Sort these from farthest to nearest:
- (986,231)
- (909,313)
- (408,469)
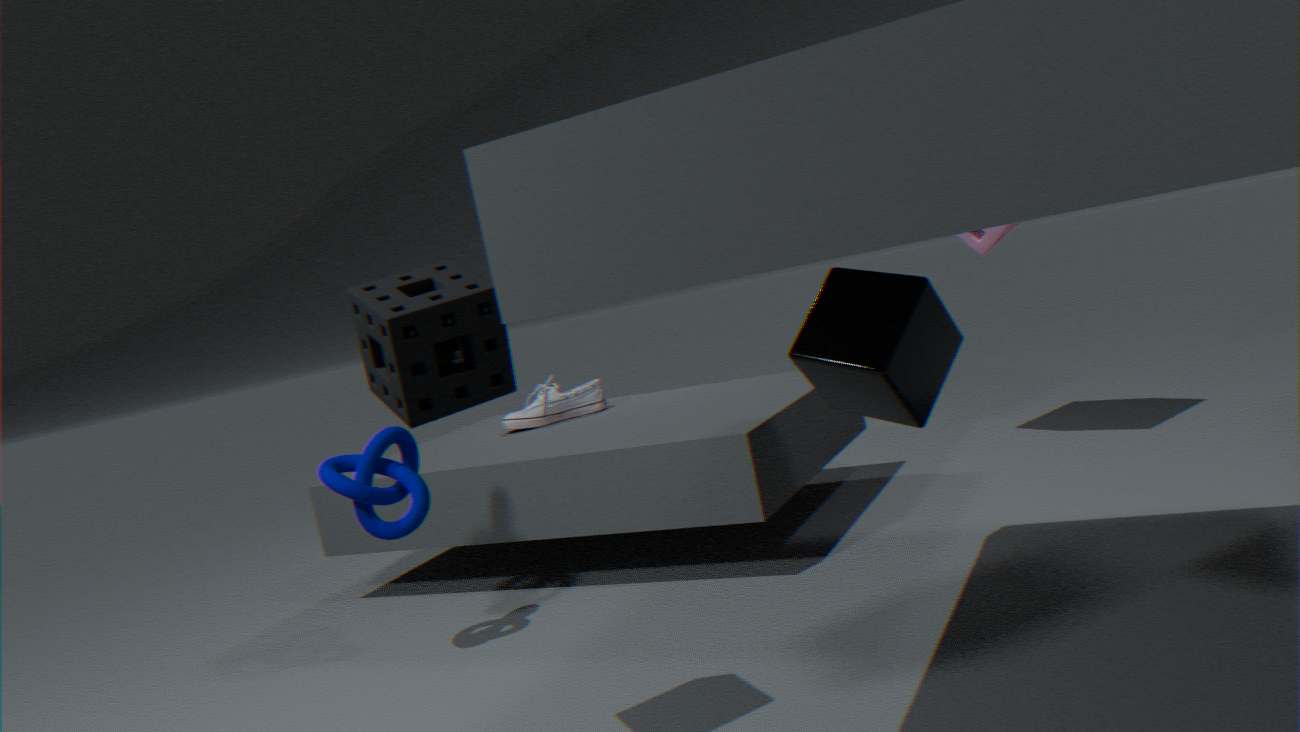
(986,231), (408,469), (909,313)
